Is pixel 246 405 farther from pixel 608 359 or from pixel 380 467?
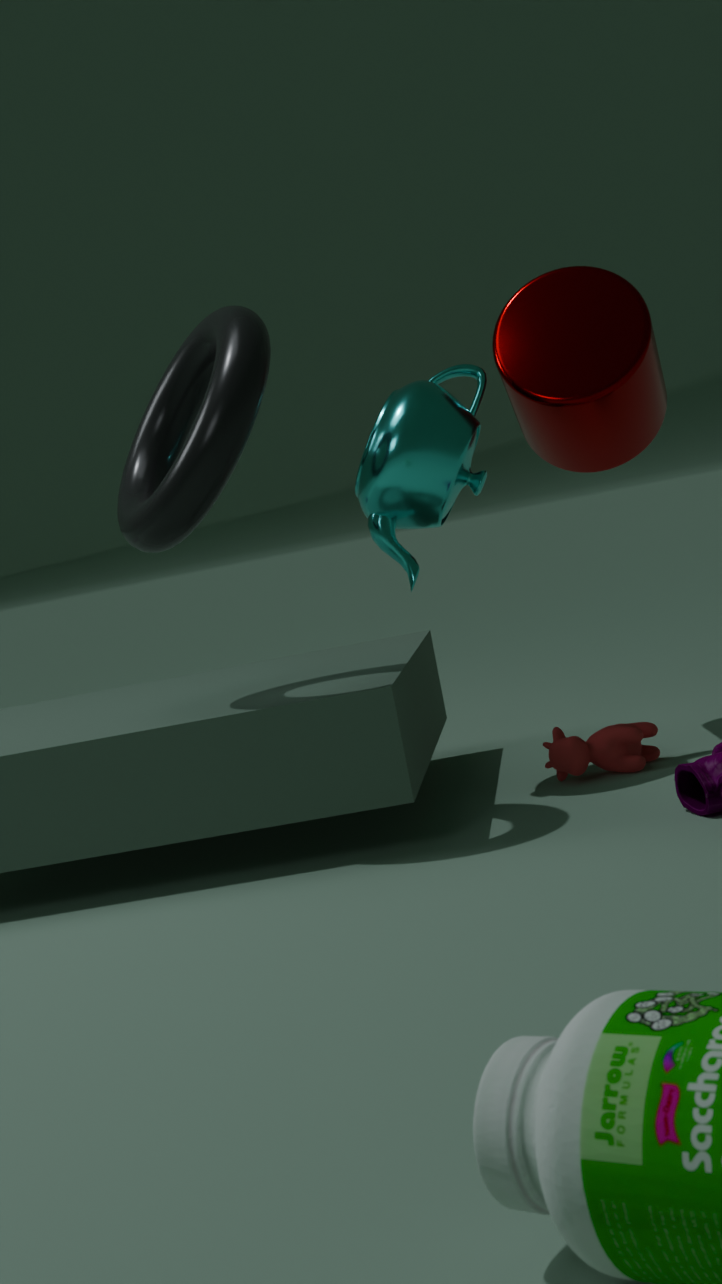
pixel 608 359
